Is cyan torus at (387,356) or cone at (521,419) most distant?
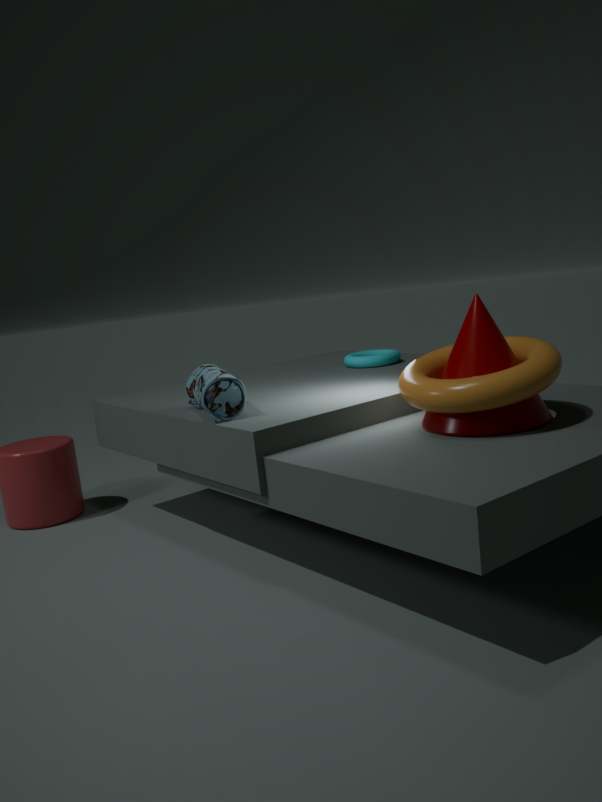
cyan torus at (387,356)
